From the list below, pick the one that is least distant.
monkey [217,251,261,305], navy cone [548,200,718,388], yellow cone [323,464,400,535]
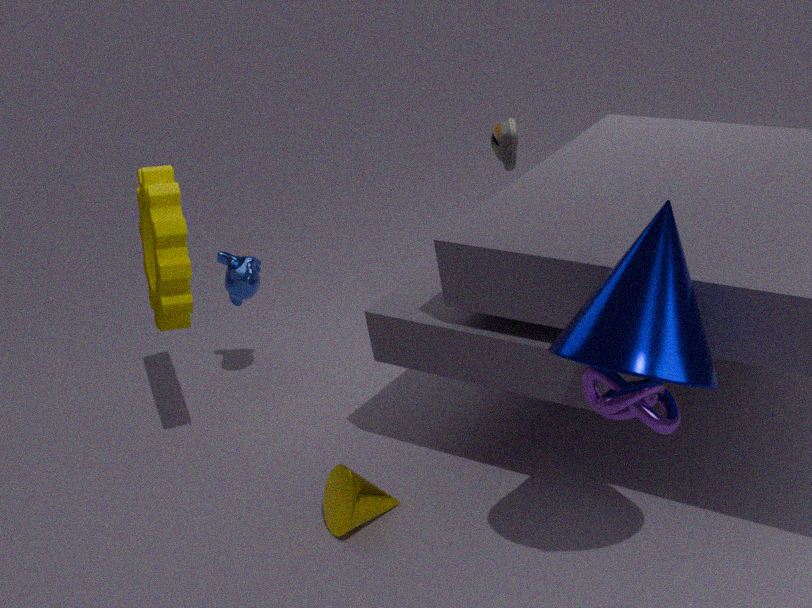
navy cone [548,200,718,388]
